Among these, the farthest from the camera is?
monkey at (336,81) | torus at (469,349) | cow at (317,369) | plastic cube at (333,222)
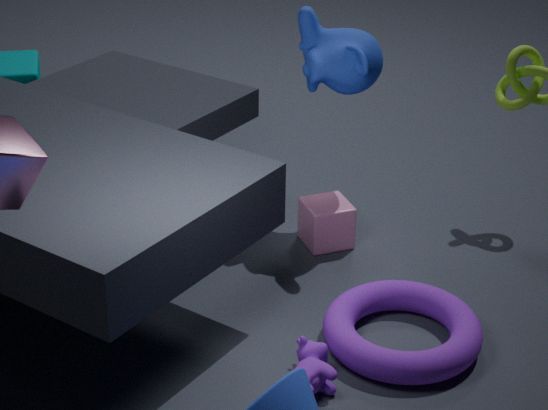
plastic cube at (333,222)
